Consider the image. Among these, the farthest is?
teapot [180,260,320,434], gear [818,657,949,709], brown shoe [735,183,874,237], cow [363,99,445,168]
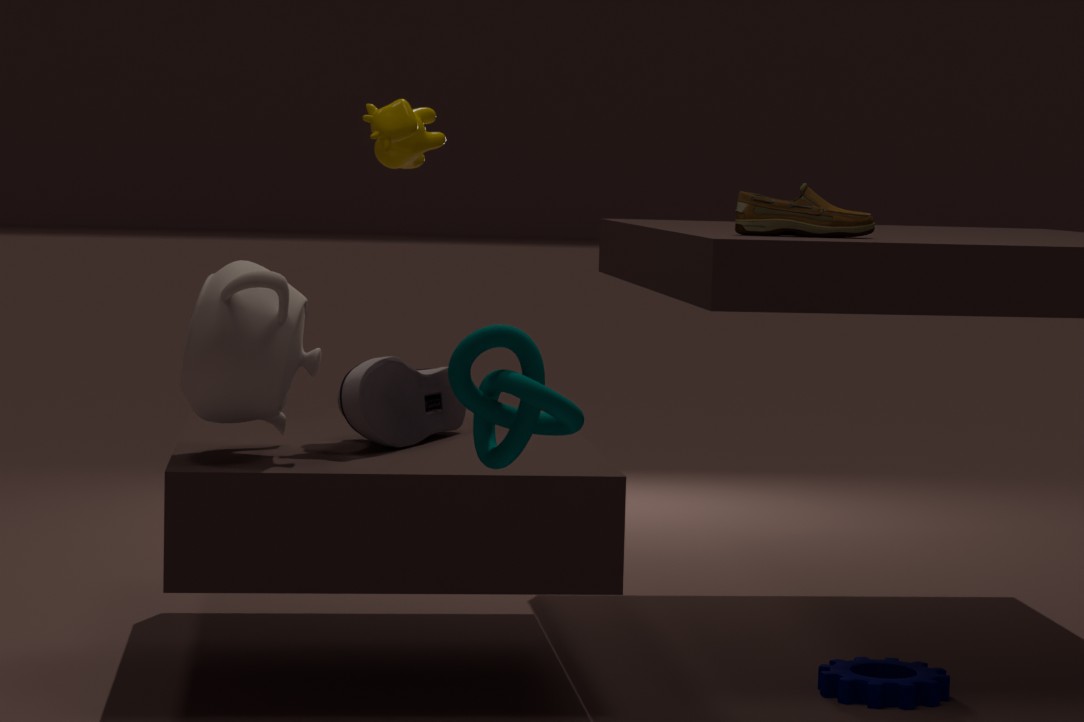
cow [363,99,445,168]
